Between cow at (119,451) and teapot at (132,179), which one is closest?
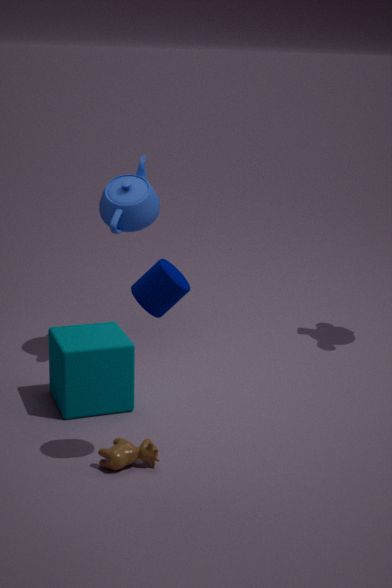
cow at (119,451)
